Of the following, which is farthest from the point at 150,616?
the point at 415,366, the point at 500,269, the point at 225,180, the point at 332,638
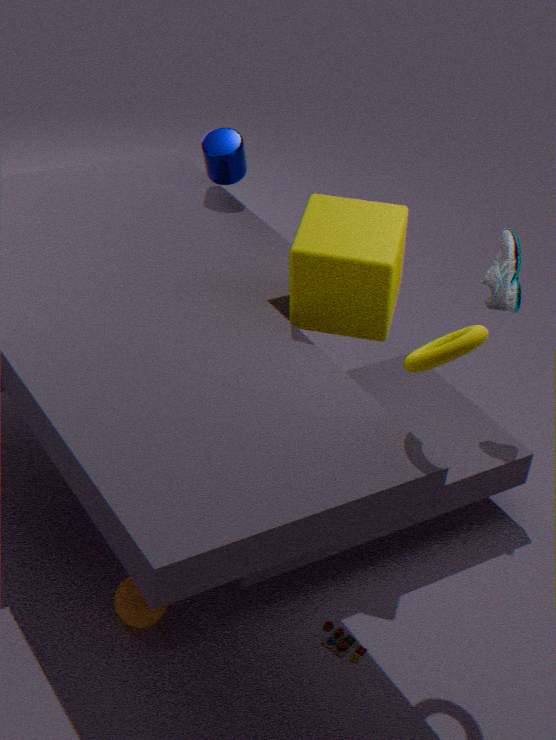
the point at 225,180
